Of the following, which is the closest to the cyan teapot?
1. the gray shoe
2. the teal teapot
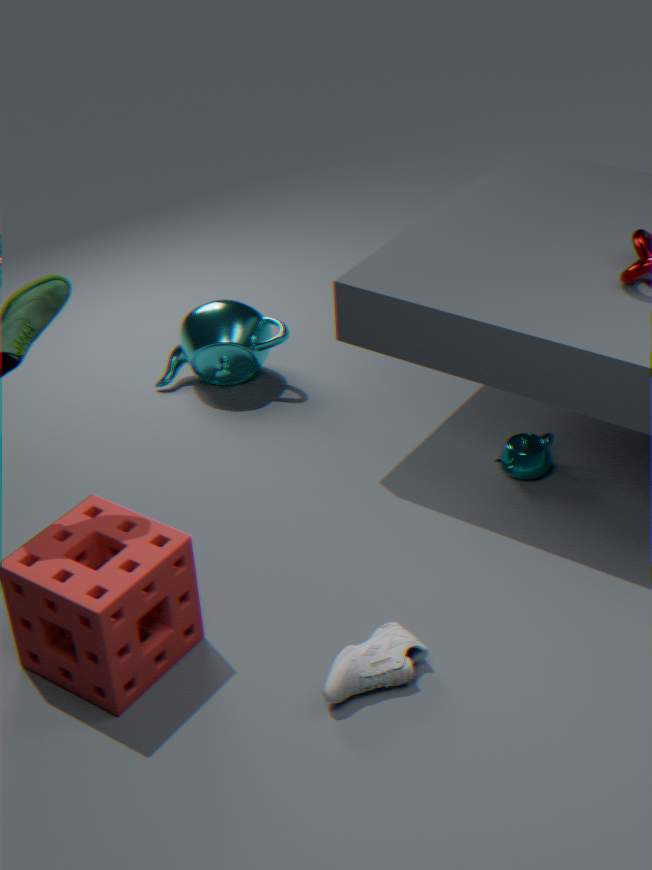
the teal teapot
